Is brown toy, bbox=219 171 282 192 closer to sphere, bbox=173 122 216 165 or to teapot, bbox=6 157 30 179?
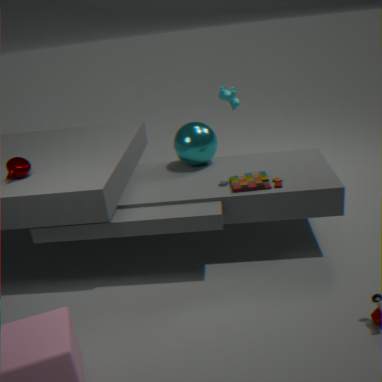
sphere, bbox=173 122 216 165
